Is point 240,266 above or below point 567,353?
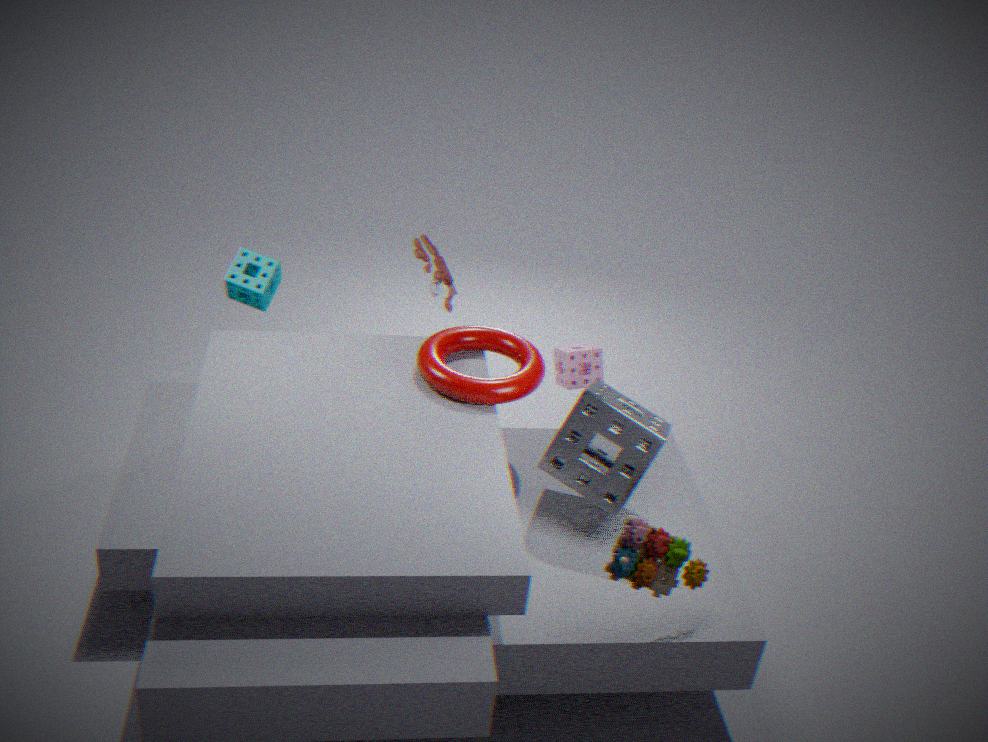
above
